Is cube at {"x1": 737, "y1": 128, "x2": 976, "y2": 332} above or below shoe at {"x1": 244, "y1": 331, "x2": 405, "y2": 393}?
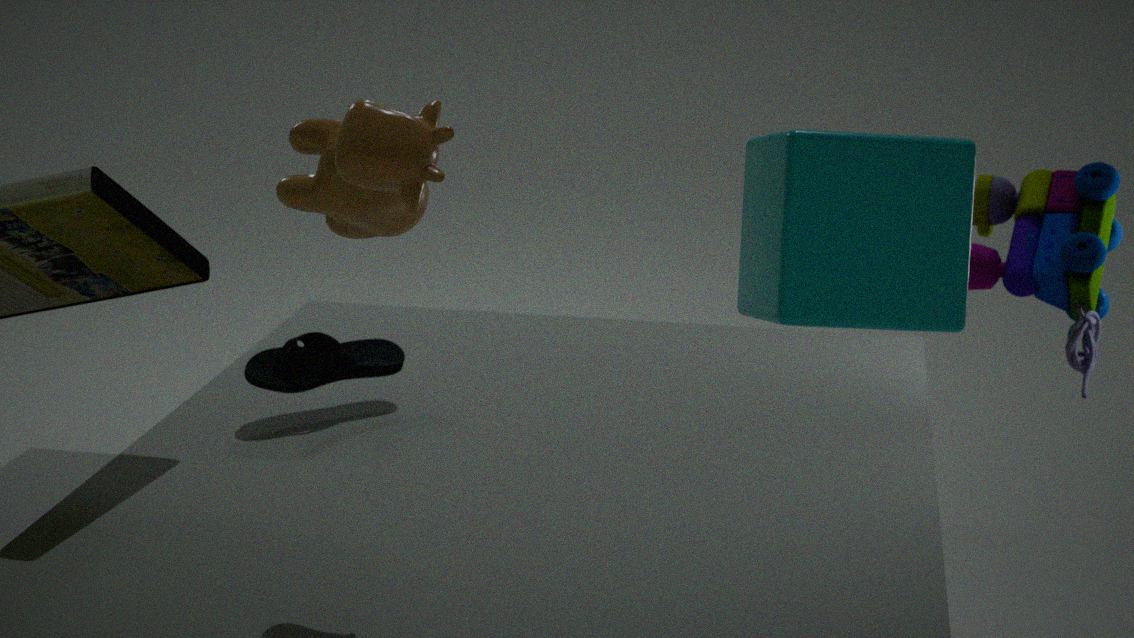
above
